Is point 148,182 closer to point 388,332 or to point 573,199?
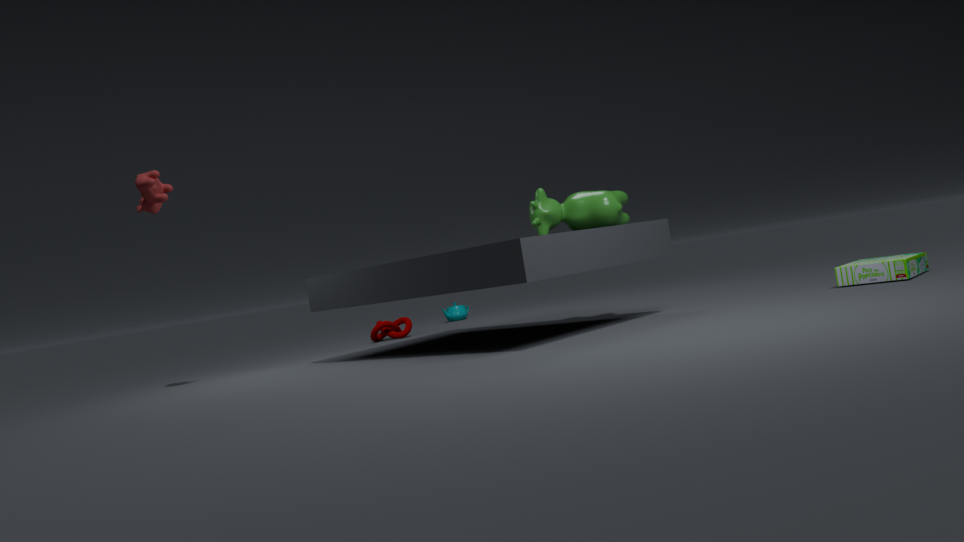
point 388,332
